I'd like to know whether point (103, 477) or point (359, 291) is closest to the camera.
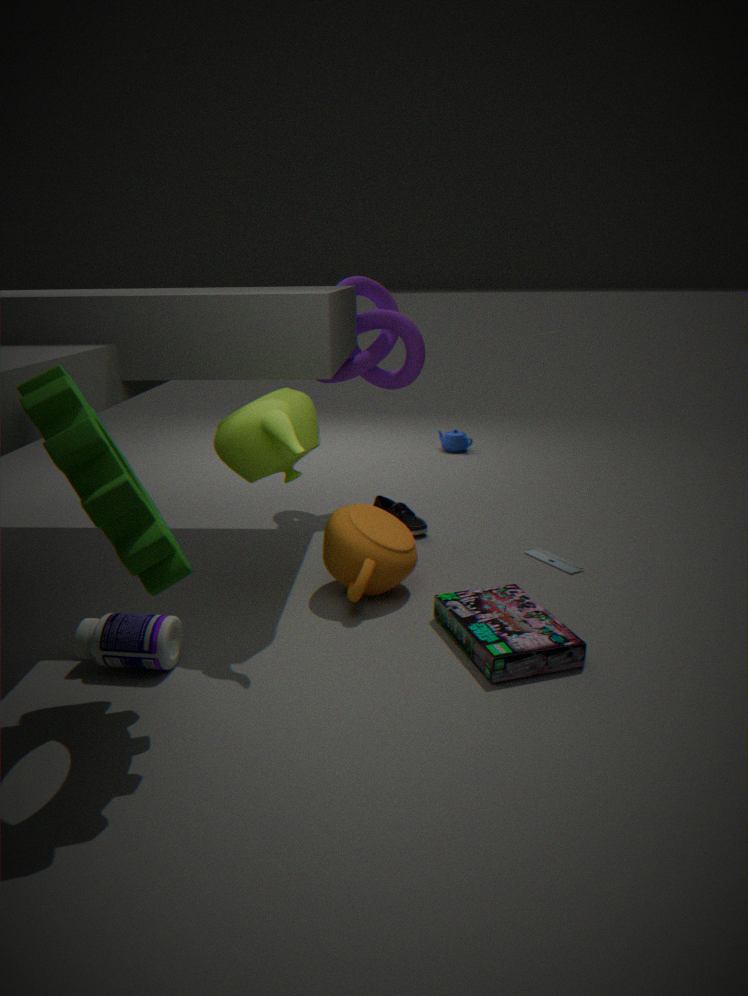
point (103, 477)
